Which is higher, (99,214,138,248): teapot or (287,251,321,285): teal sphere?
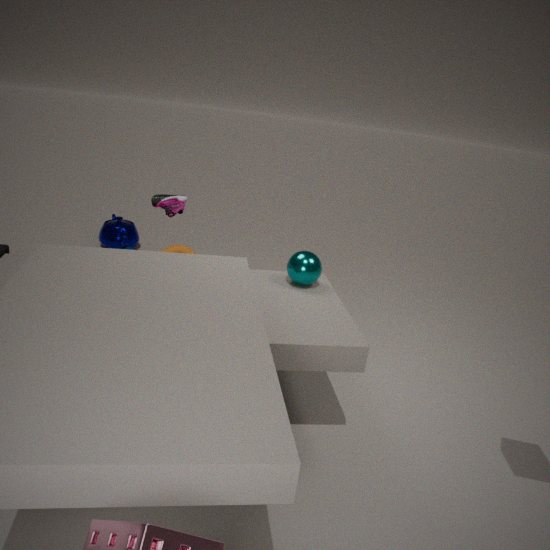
(287,251,321,285): teal sphere
